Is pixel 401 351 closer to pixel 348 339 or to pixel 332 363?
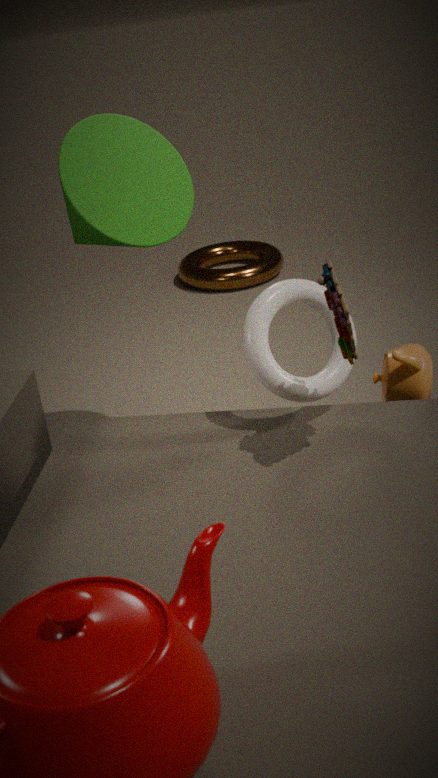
pixel 332 363
